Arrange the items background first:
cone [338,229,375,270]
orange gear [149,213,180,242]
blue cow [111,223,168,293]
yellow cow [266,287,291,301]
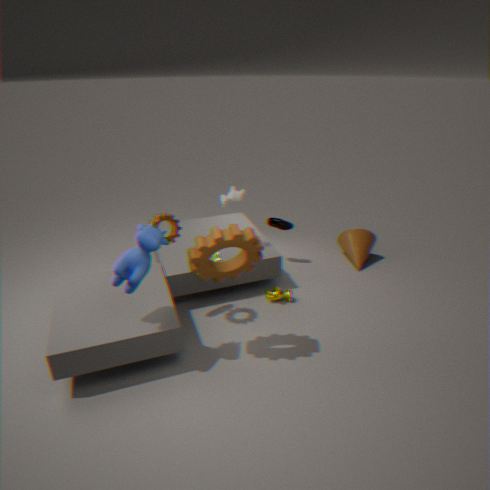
cone [338,229,375,270] → yellow cow [266,287,291,301] → orange gear [149,213,180,242] → blue cow [111,223,168,293]
